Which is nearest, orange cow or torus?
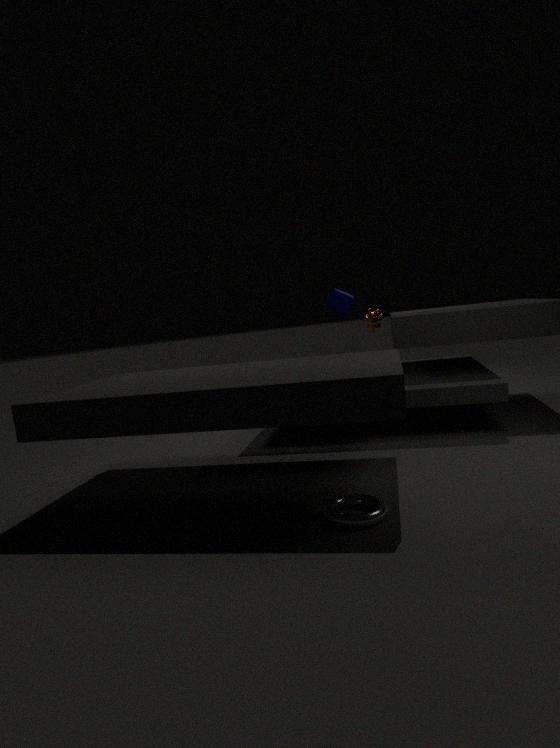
torus
